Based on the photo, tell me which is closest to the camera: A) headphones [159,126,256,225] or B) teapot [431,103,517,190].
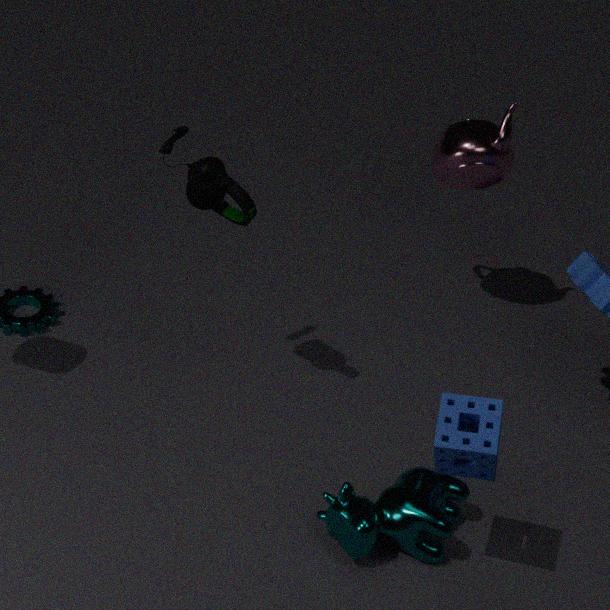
A. headphones [159,126,256,225]
